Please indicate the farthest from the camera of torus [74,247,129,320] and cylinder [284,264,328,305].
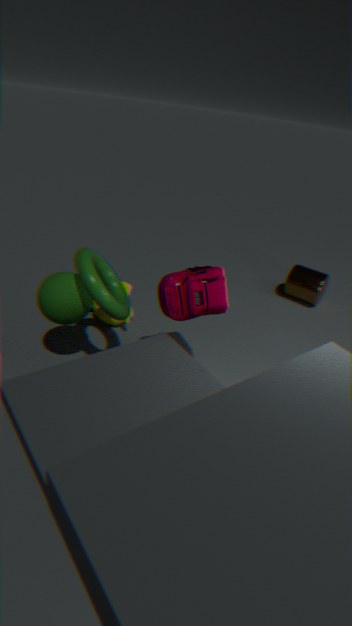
cylinder [284,264,328,305]
